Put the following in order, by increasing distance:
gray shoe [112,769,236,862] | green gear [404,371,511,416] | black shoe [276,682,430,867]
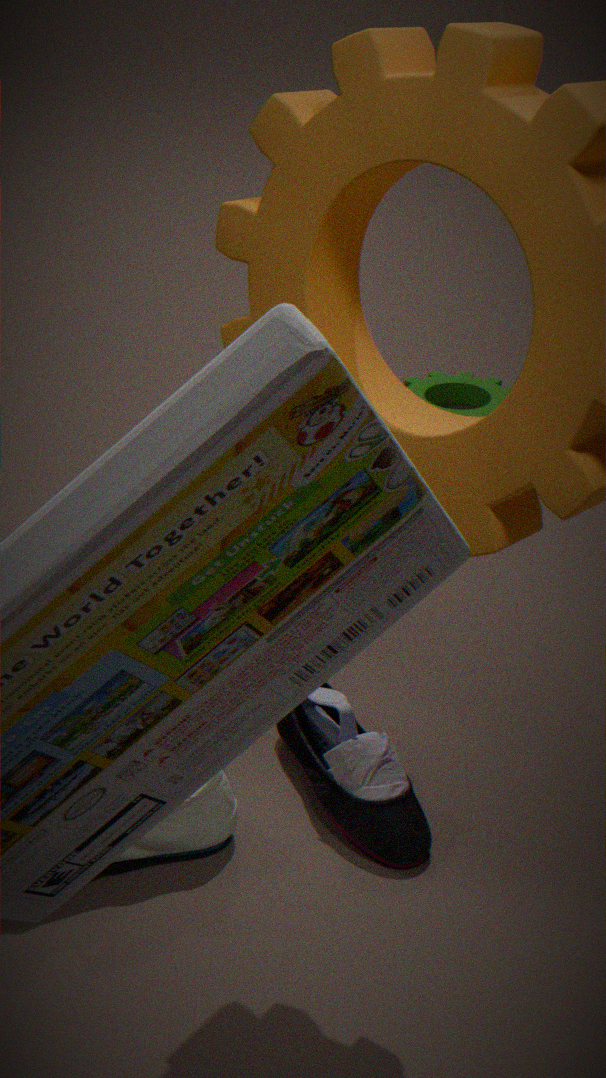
gray shoe [112,769,236,862] < black shoe [276,682,430,867] < green gear [404,371,511,416]
